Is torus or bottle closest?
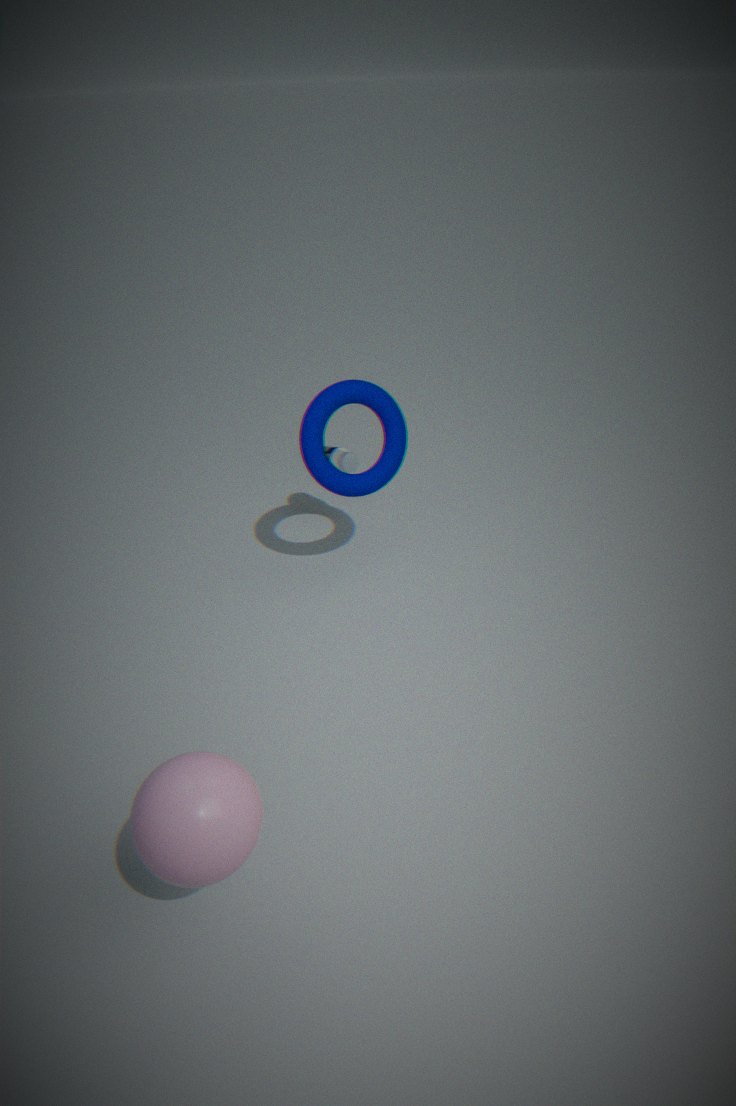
torus
